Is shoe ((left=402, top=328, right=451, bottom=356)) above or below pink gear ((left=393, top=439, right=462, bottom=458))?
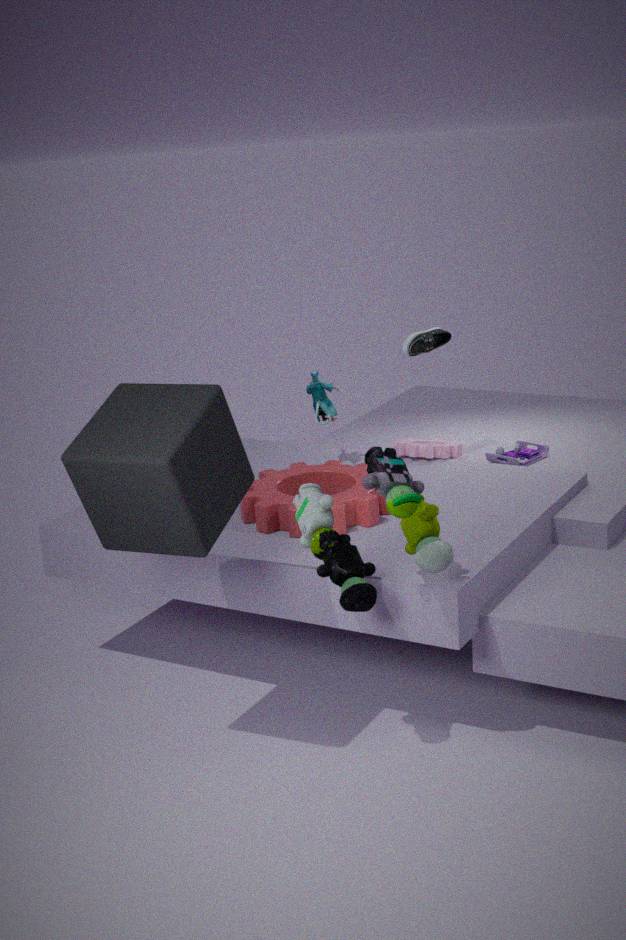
above
